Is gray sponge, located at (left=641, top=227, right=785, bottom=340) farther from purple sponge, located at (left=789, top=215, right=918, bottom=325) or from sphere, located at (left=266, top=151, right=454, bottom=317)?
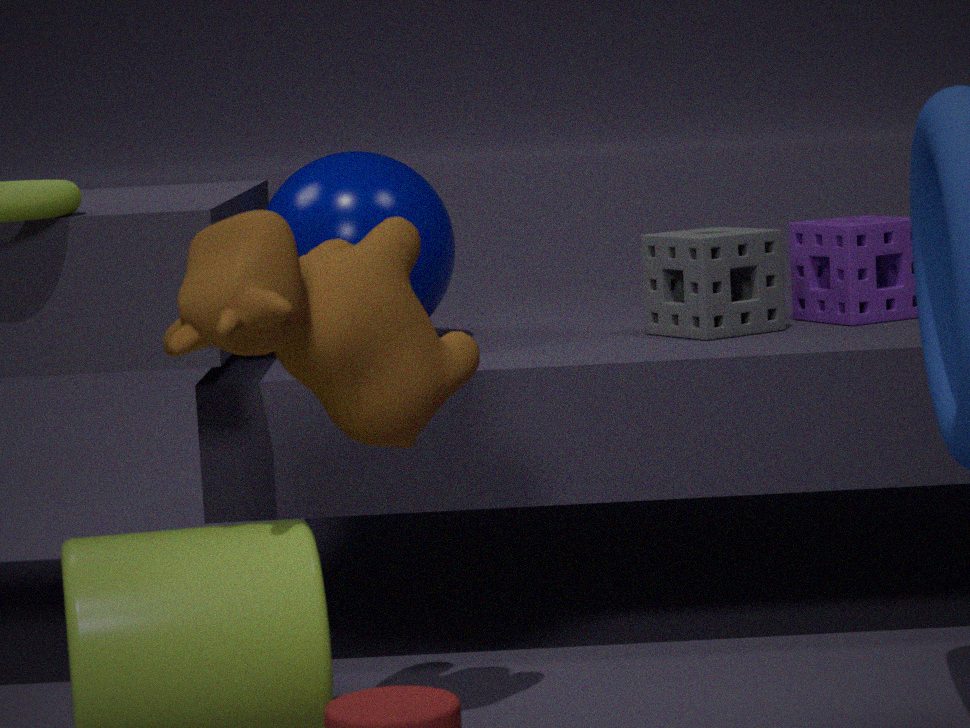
sphere, located at (left=266, top=151, right=454, bottom=317)
